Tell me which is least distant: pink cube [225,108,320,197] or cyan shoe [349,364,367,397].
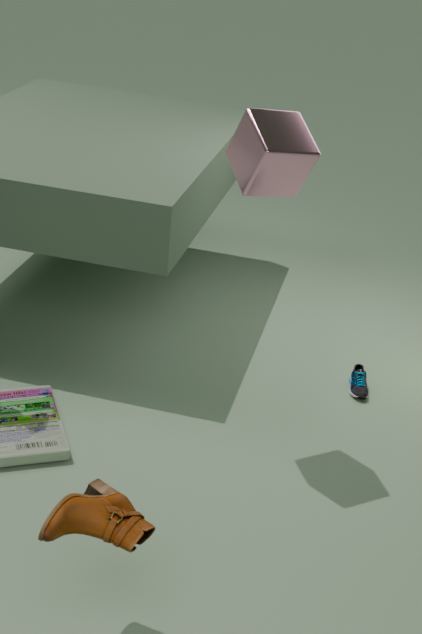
pink cube [225,108,320,197]
